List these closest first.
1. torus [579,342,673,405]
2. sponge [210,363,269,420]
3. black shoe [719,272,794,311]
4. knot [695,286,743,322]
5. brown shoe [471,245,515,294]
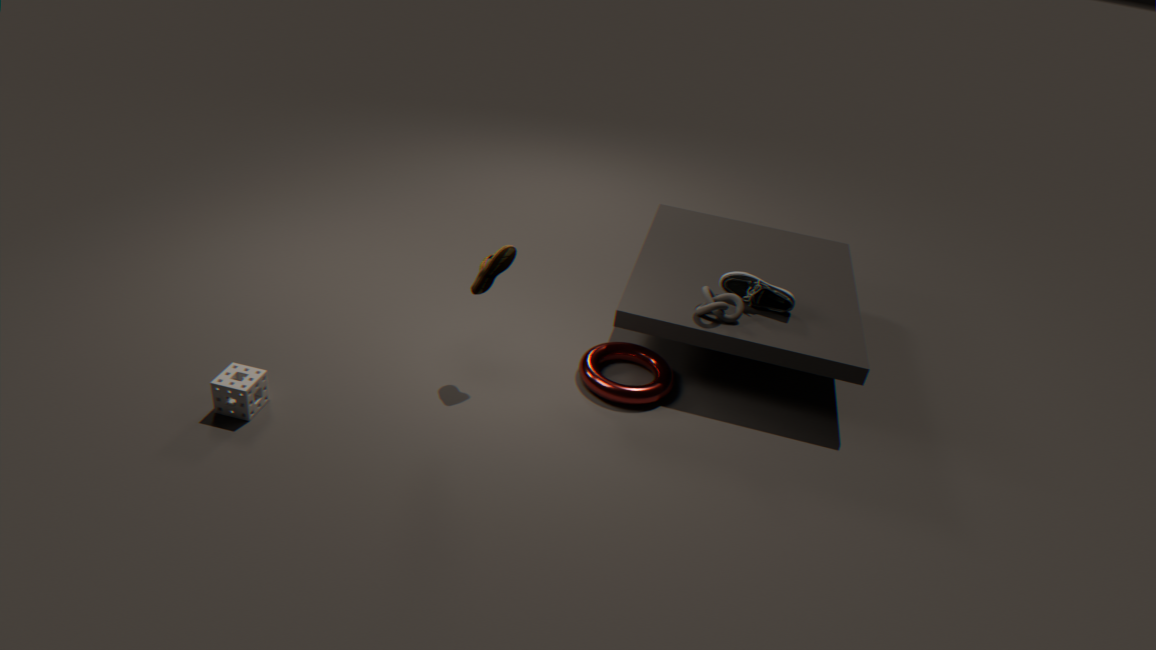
sponge [210,363,269,420]
brown shoe [471,245,515,294]
torus [579,342,673,405]
knot [695,286,743,322]
black shoe [719,272,794,311]
